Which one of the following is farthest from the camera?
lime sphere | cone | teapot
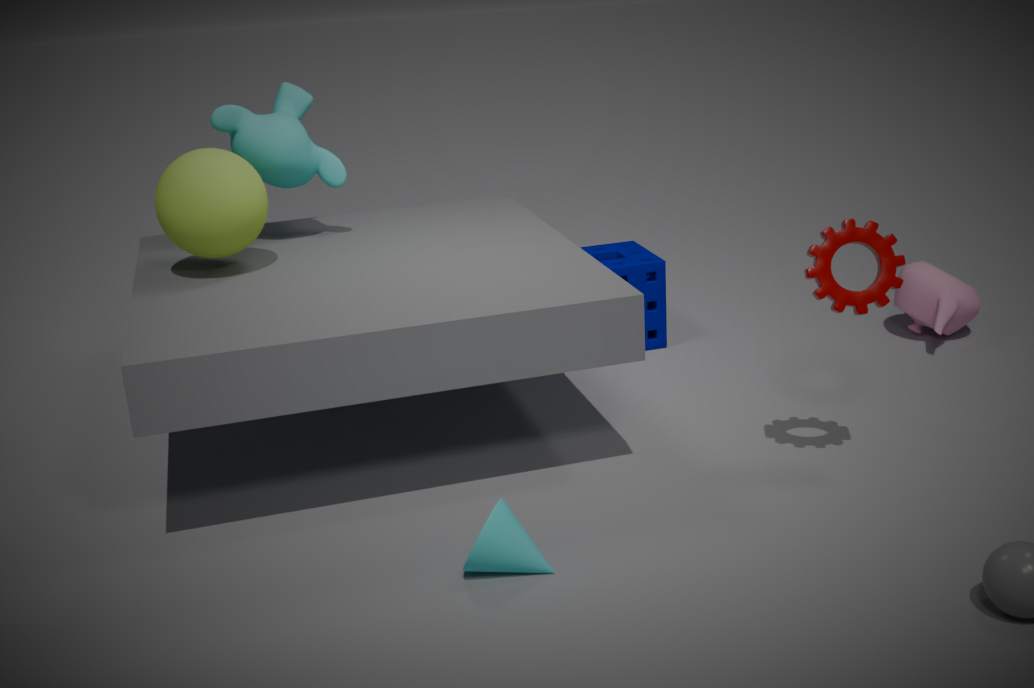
teapot
